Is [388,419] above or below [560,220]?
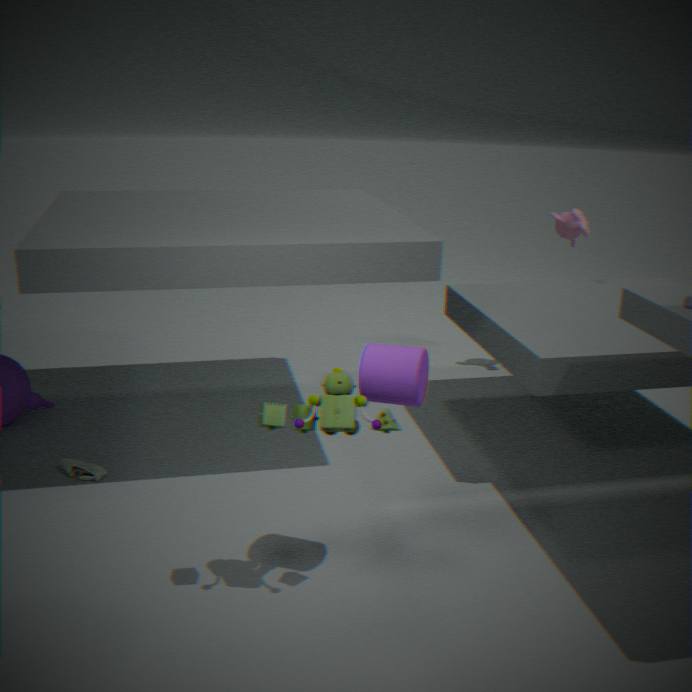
below
